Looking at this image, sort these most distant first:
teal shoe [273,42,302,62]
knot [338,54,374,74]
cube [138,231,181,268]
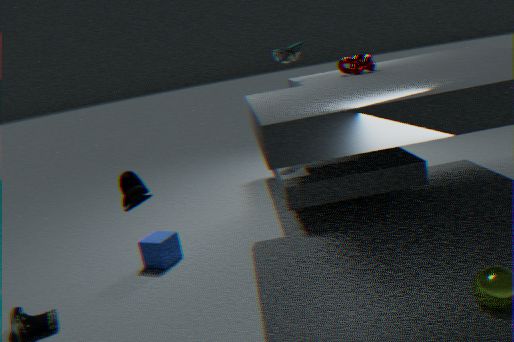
teal shoe [273,42,302,62] < knot [338,54,374,74] < cube [138,231,181,268]
